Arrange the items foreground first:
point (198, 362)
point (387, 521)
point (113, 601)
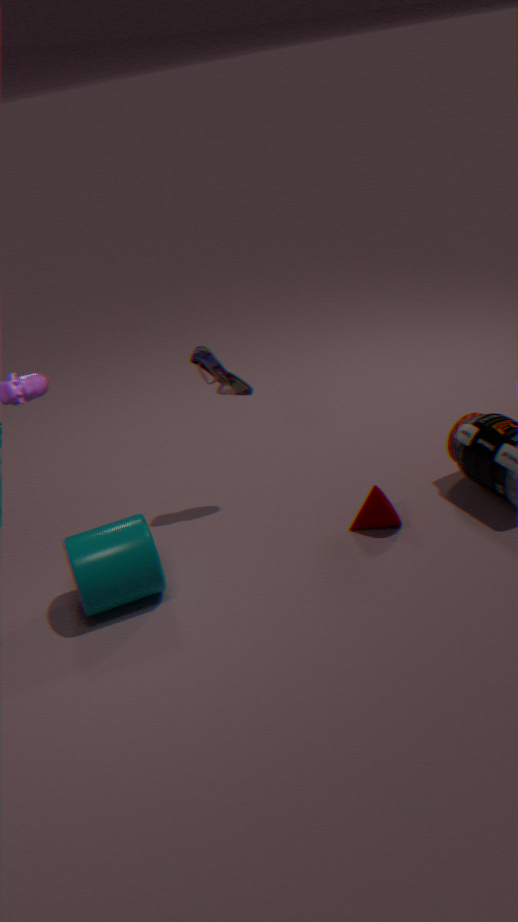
1. point (113, 601)
2. point (387, 521)
3. point (198, 362)
